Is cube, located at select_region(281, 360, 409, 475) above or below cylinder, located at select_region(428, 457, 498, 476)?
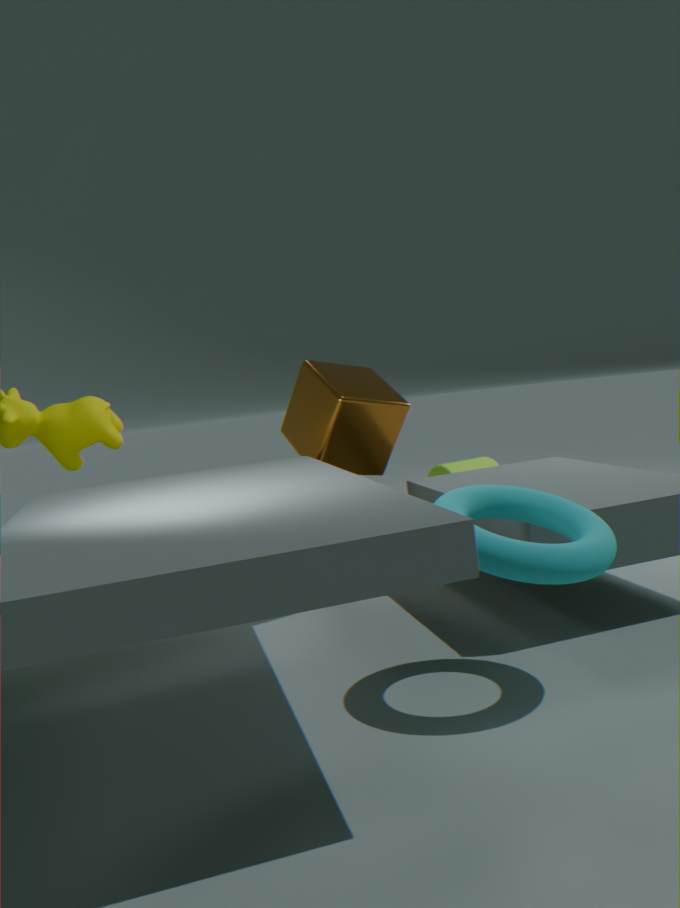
above
